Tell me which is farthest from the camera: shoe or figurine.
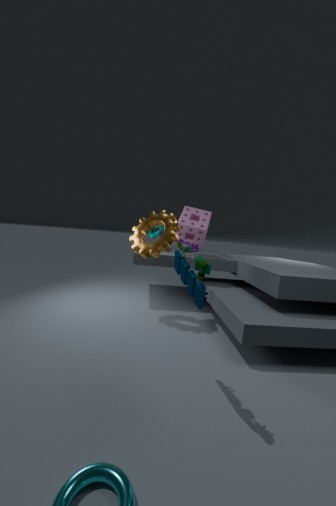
figurine
